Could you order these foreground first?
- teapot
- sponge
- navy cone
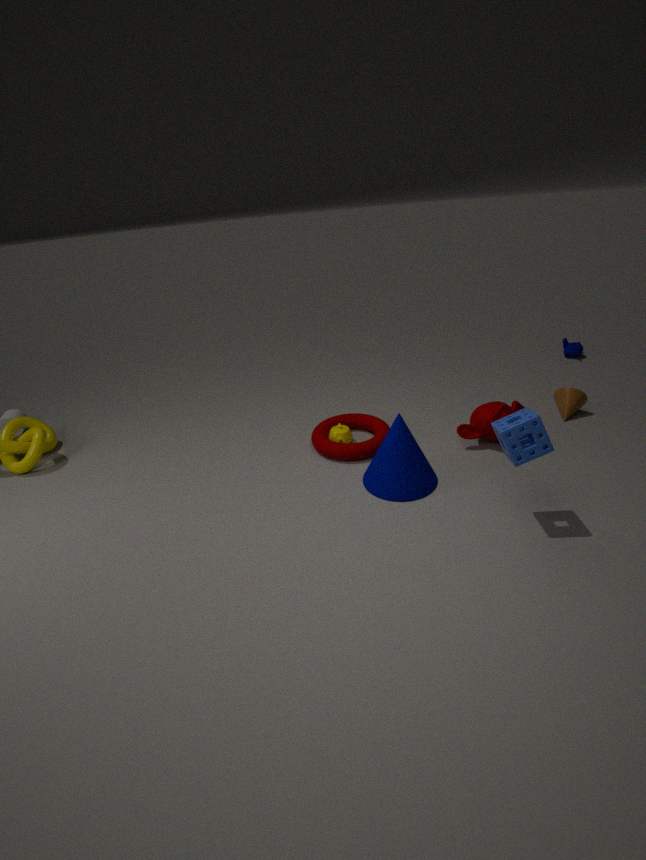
sponge
navy cone
teapot
